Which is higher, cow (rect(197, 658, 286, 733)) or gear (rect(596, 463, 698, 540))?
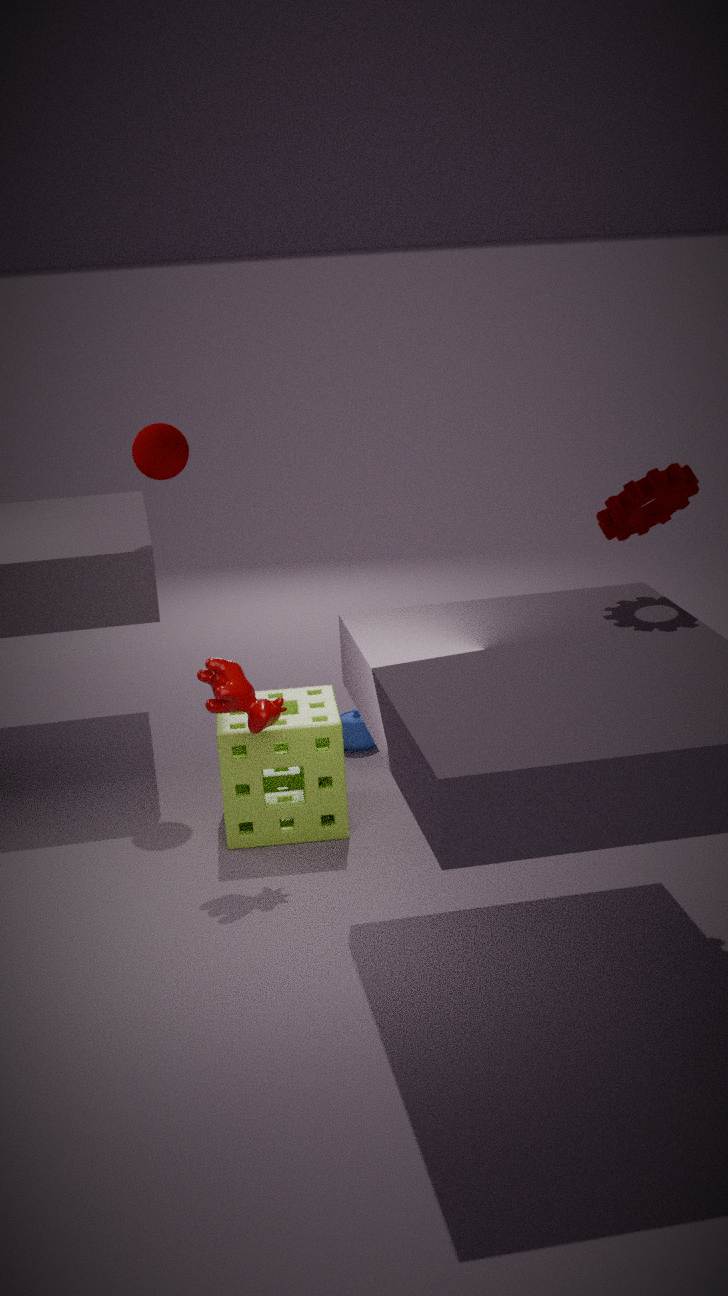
gear (rect(596, 463, 698, 540))
